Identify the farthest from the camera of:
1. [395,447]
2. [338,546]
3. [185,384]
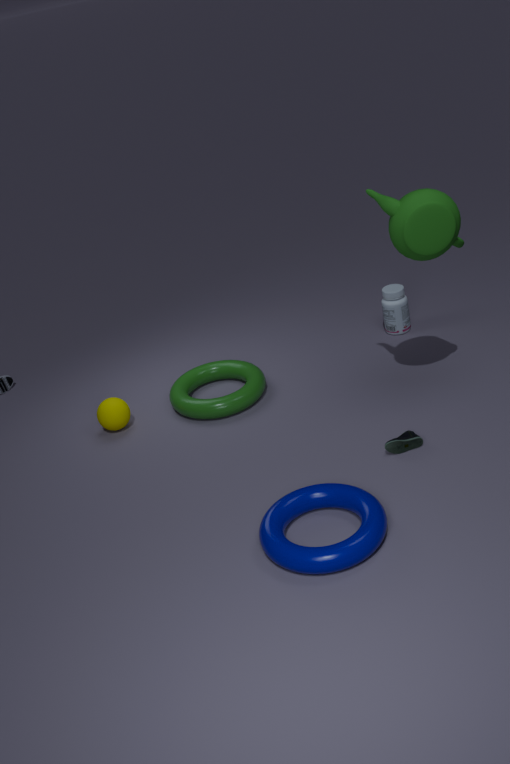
[185,384]
